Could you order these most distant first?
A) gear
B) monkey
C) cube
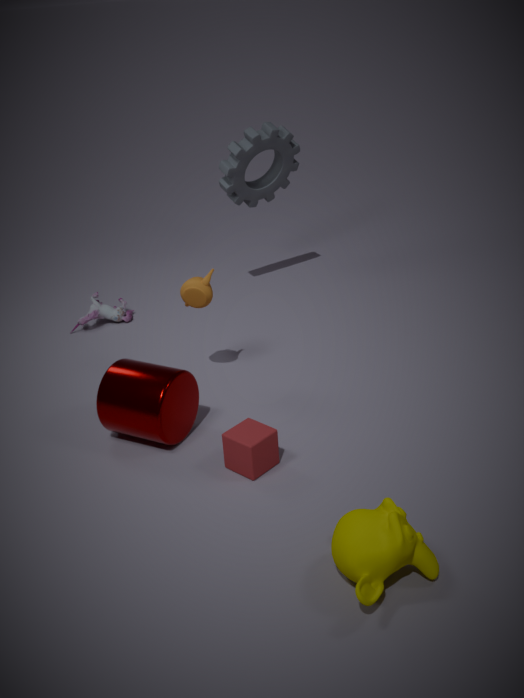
gear
cube
monkey
